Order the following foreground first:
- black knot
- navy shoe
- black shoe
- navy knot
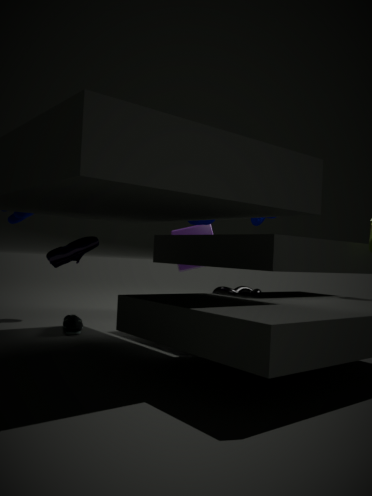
navy shoe → navy knot → black shoe → black knot
